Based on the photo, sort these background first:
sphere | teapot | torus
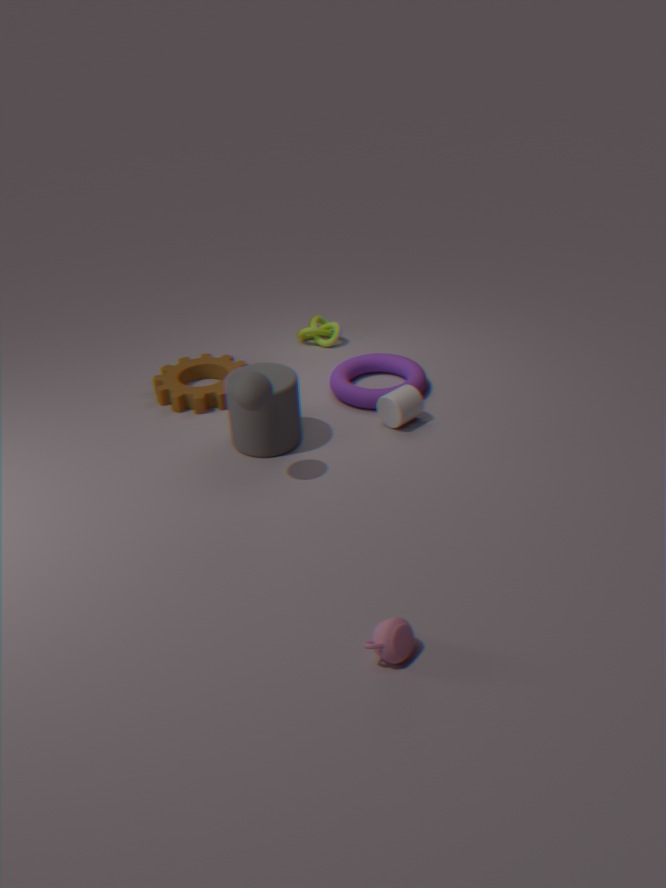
1. torus
2. sphere
3. teapot
